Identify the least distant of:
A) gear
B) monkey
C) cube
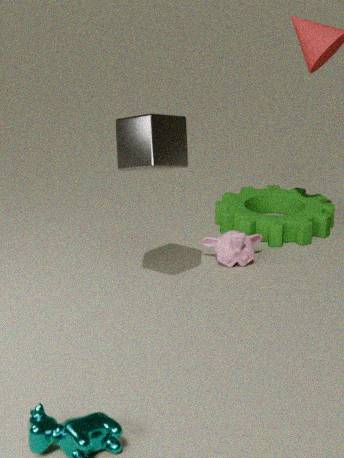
cube
